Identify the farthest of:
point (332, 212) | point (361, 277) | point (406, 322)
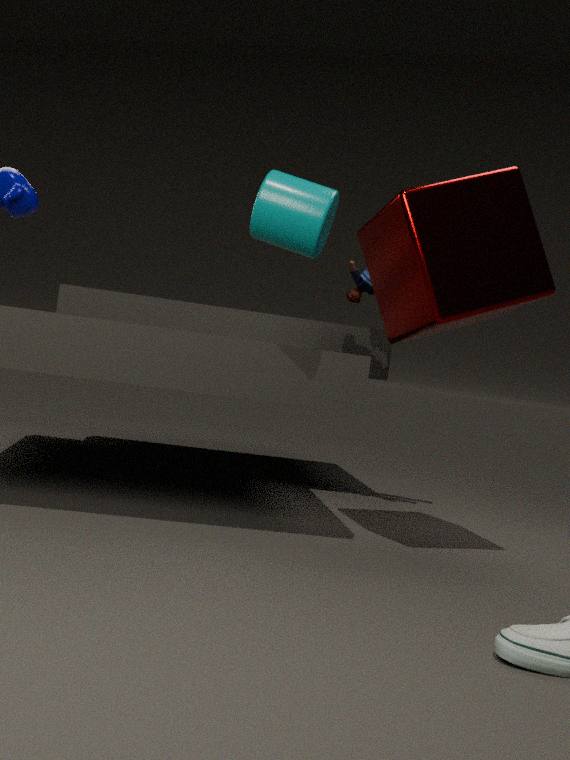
point (361, 277)
